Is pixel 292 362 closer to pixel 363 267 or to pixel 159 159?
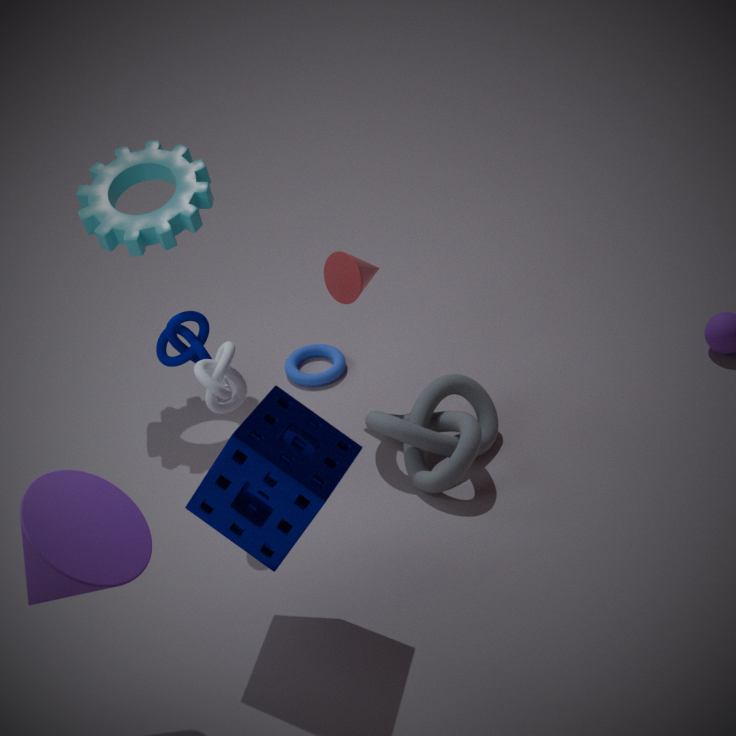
pixel 363 267
